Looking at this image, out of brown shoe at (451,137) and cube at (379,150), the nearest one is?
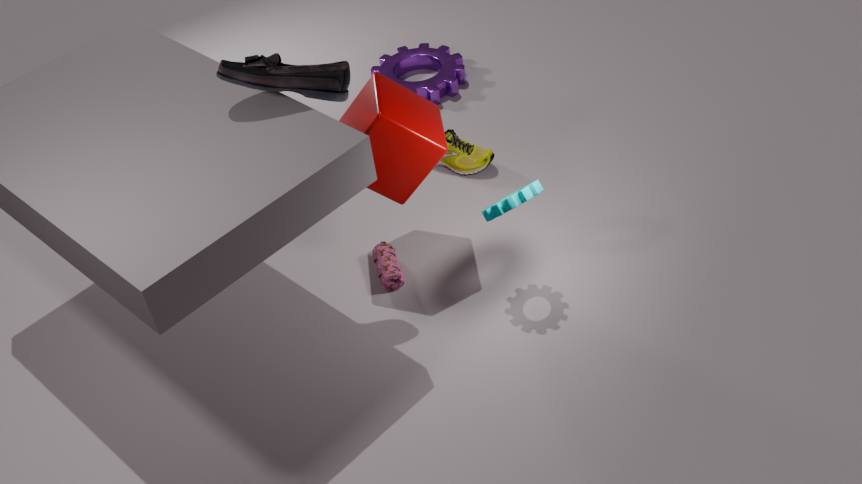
cube at (379,150)
